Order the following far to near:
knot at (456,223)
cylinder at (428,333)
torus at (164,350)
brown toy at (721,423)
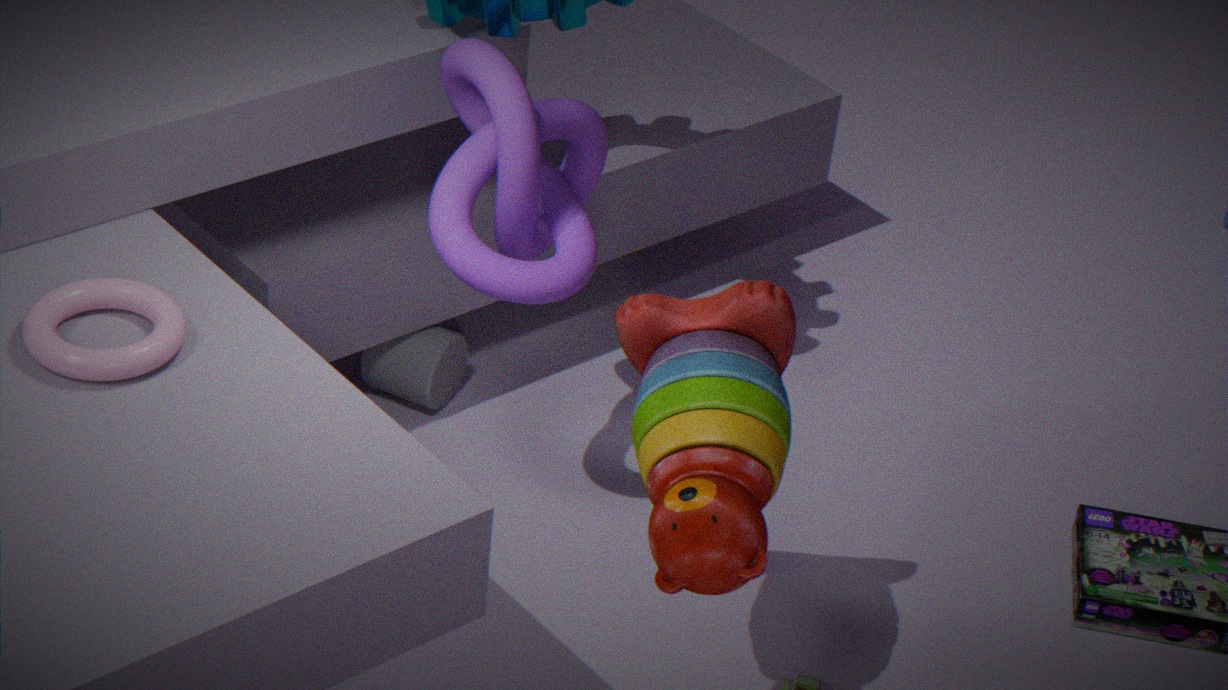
cylinder at (428,333) → knot at (456,223) → brown toy at (721,423) → torus at (164,350)
